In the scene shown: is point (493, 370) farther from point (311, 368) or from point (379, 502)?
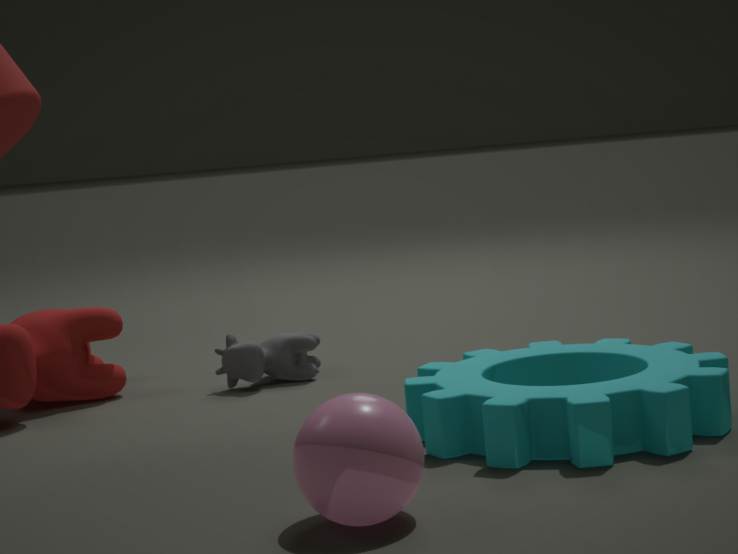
point (311, 368)
